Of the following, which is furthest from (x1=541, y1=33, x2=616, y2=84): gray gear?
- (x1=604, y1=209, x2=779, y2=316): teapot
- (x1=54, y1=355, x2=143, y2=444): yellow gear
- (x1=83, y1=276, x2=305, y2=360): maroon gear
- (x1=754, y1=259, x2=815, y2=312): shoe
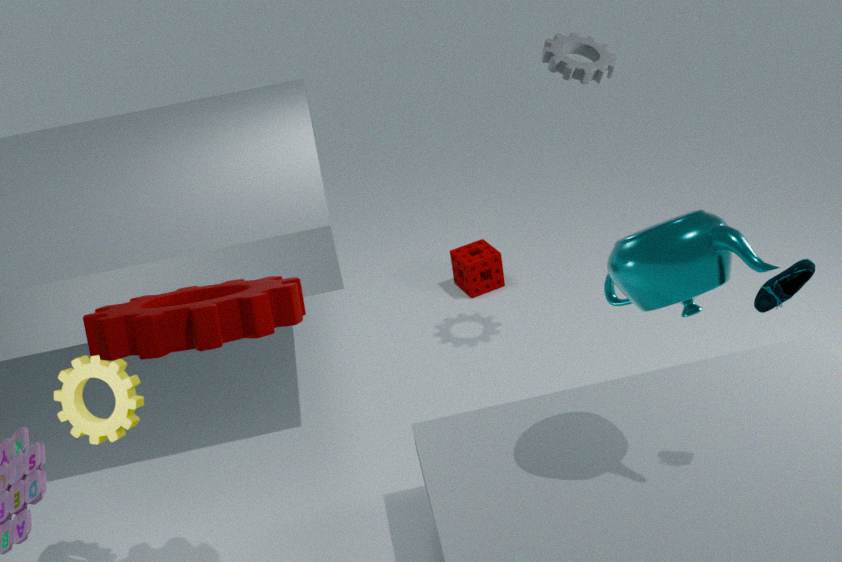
(x1=54, y1=355, x2=143, y2=444): yellow gear
